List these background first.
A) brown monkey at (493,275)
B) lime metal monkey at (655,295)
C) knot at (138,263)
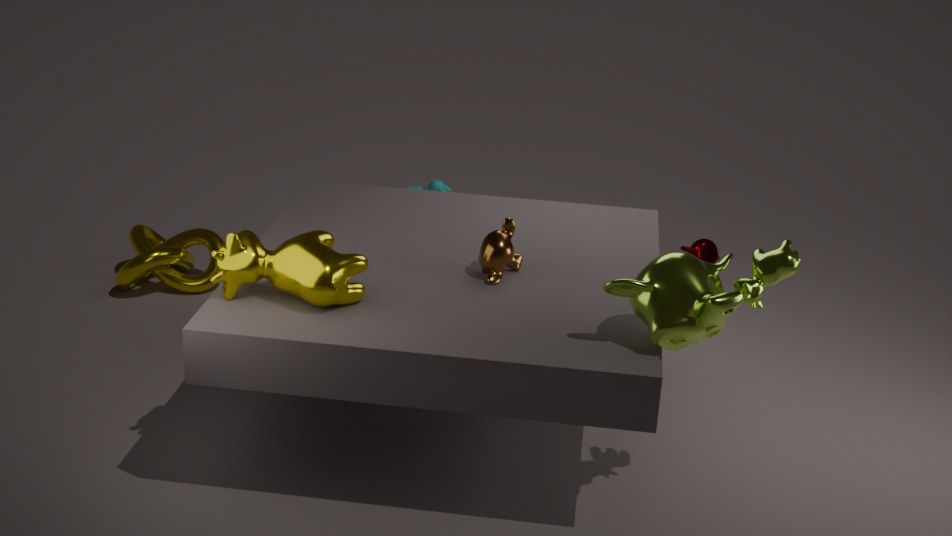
knot at (138,263) < brown monkey at (493,275) < lime metal monkey at (655,295)
